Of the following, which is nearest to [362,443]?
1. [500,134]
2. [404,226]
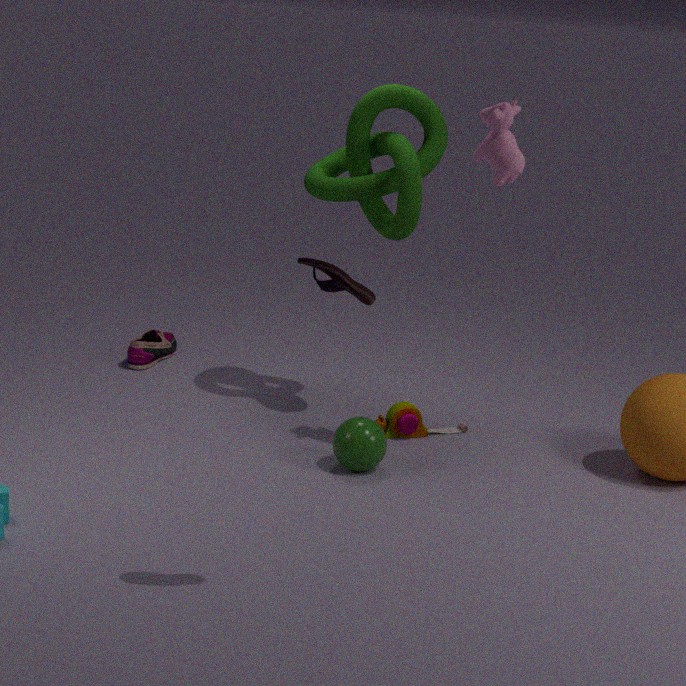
[404,226]
